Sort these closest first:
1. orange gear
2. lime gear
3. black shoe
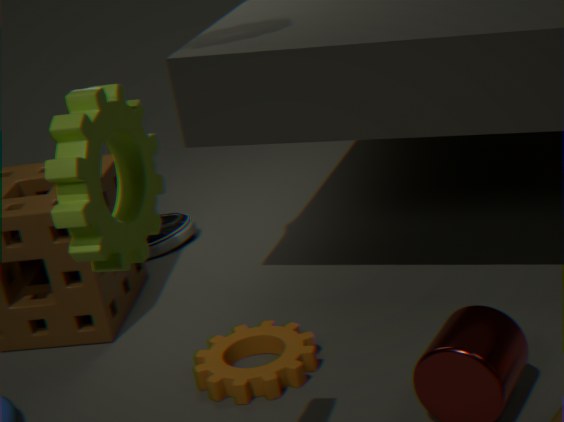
lime gear → orange gear → black shoe
